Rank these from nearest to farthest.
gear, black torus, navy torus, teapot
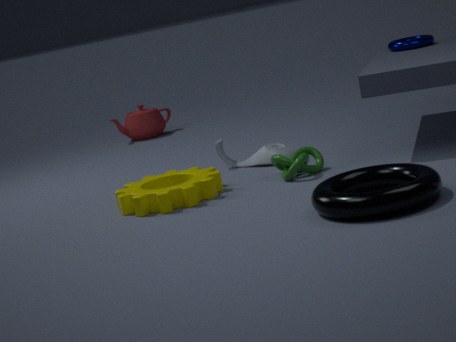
black torus < gear < navy torus < teapot
